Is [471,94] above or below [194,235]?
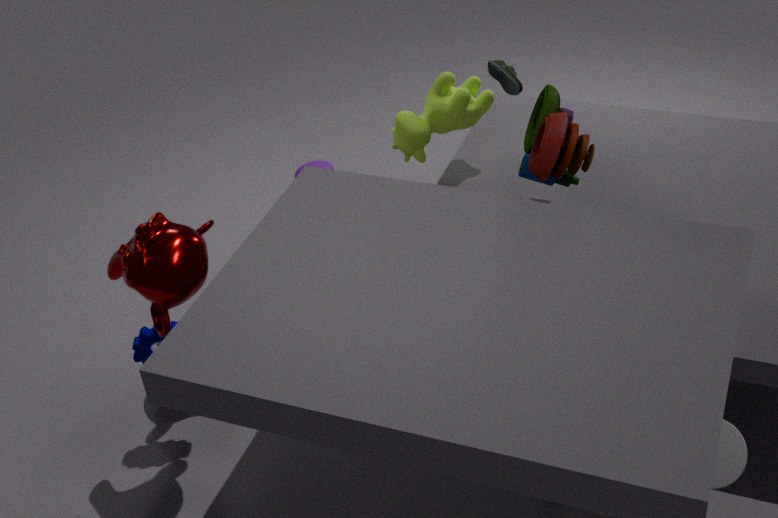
below
